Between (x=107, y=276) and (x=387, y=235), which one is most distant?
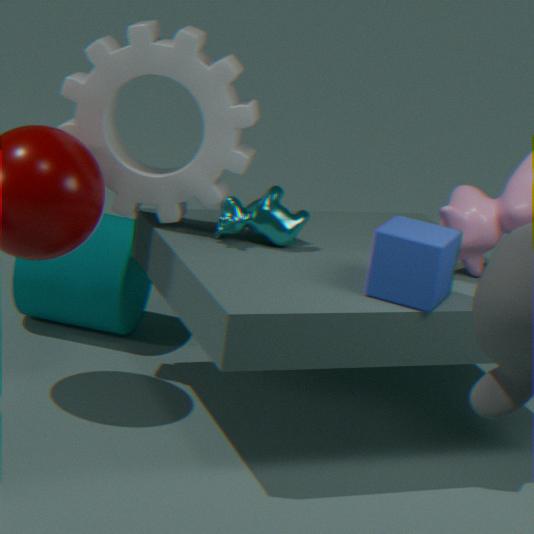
(x=107, y=276)
